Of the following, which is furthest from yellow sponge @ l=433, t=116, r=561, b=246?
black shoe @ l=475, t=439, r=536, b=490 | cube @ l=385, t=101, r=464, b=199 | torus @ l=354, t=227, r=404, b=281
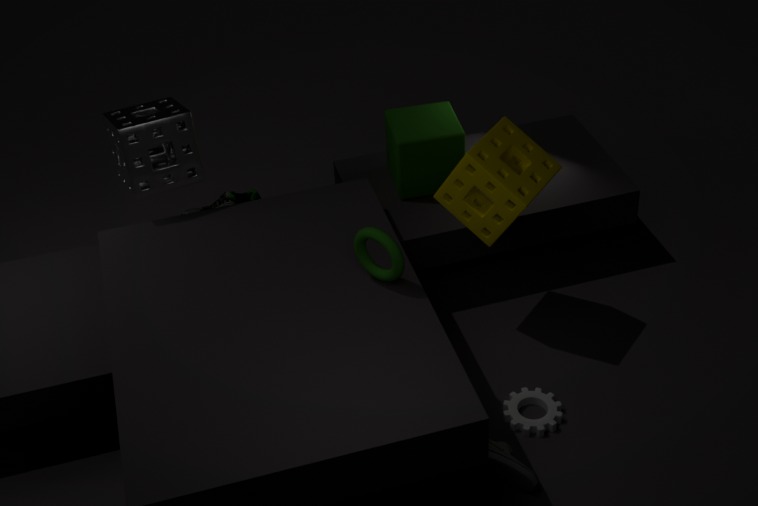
black shoe @ l=475, t=439, r=536, b=490
